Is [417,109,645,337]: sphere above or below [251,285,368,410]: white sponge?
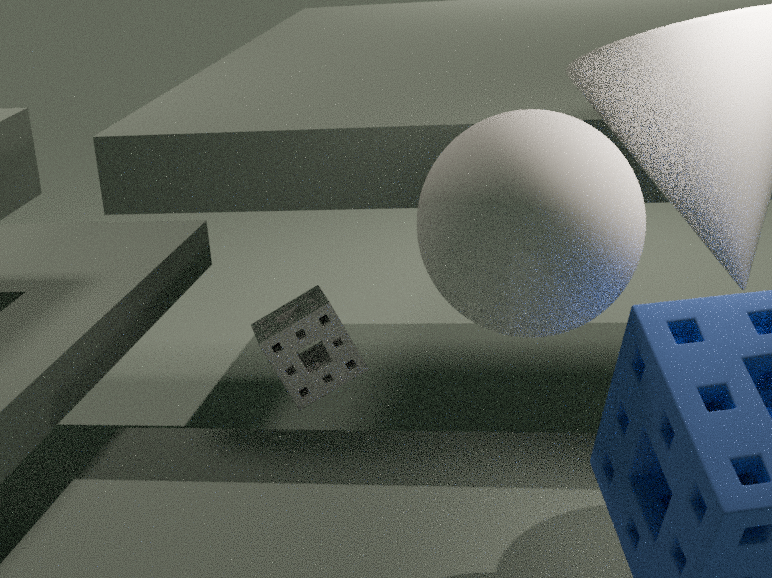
above
